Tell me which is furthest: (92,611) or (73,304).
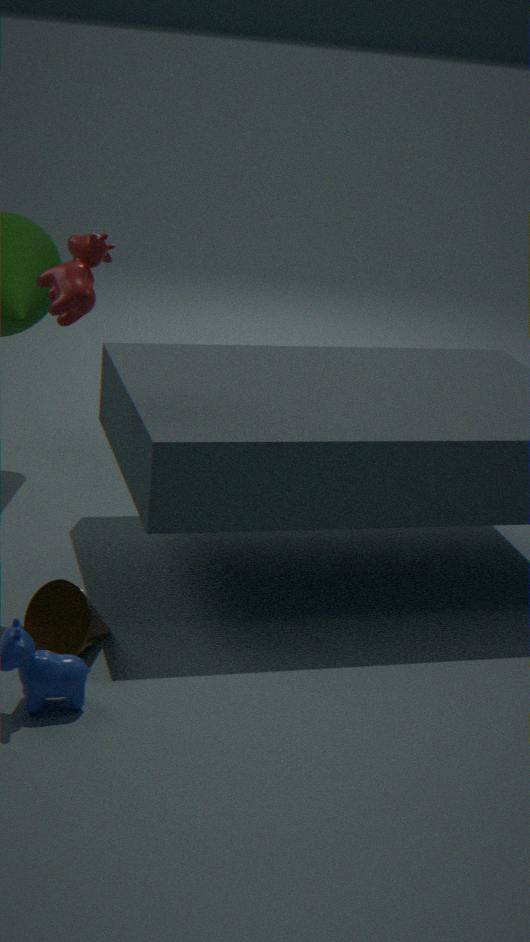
(73,304)
